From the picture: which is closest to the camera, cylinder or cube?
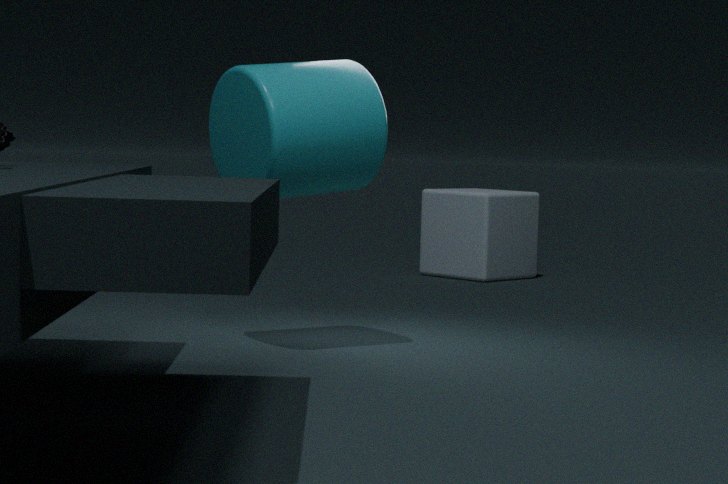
cylinder
